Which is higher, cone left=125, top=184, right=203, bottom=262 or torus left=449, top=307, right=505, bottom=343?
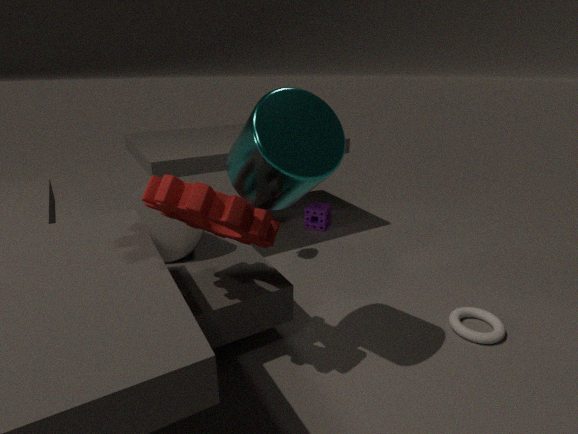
cone left=125, top=184, right=203, bottom=262
